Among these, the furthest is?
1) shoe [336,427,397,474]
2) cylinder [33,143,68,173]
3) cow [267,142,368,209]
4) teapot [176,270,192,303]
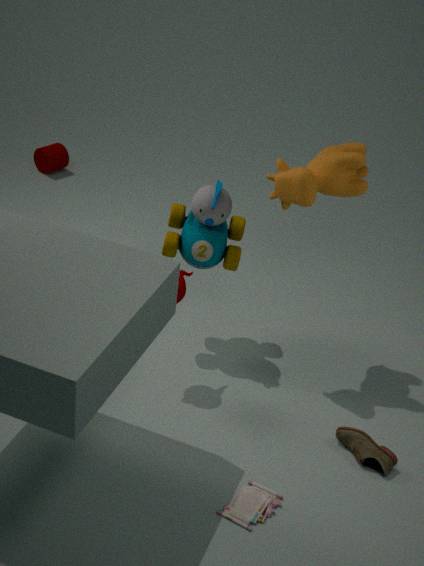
2. cylinder [33,143,68,173]
